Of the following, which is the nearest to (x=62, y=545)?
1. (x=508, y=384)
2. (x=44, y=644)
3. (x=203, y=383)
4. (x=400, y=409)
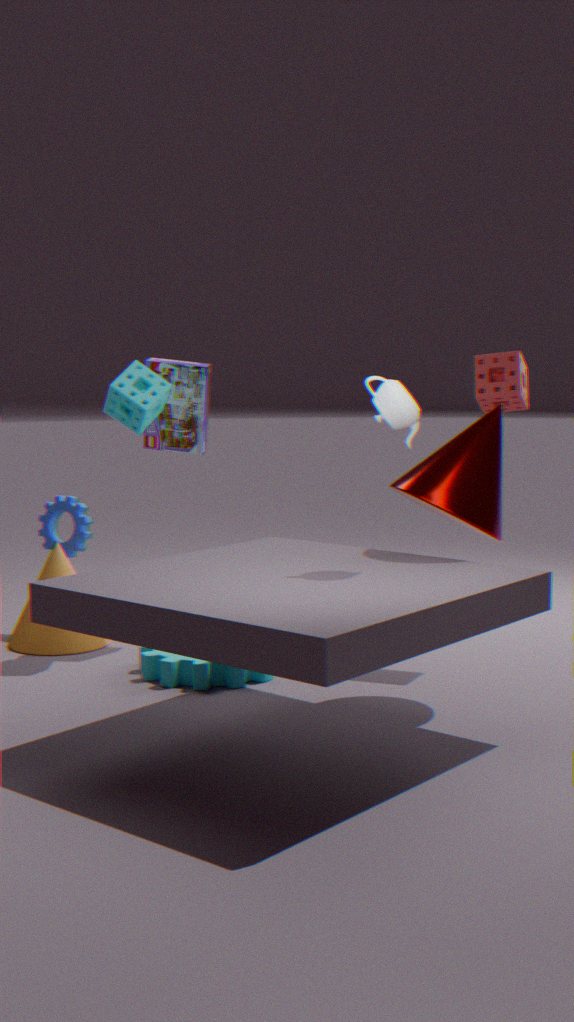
(x=44, y=644)
